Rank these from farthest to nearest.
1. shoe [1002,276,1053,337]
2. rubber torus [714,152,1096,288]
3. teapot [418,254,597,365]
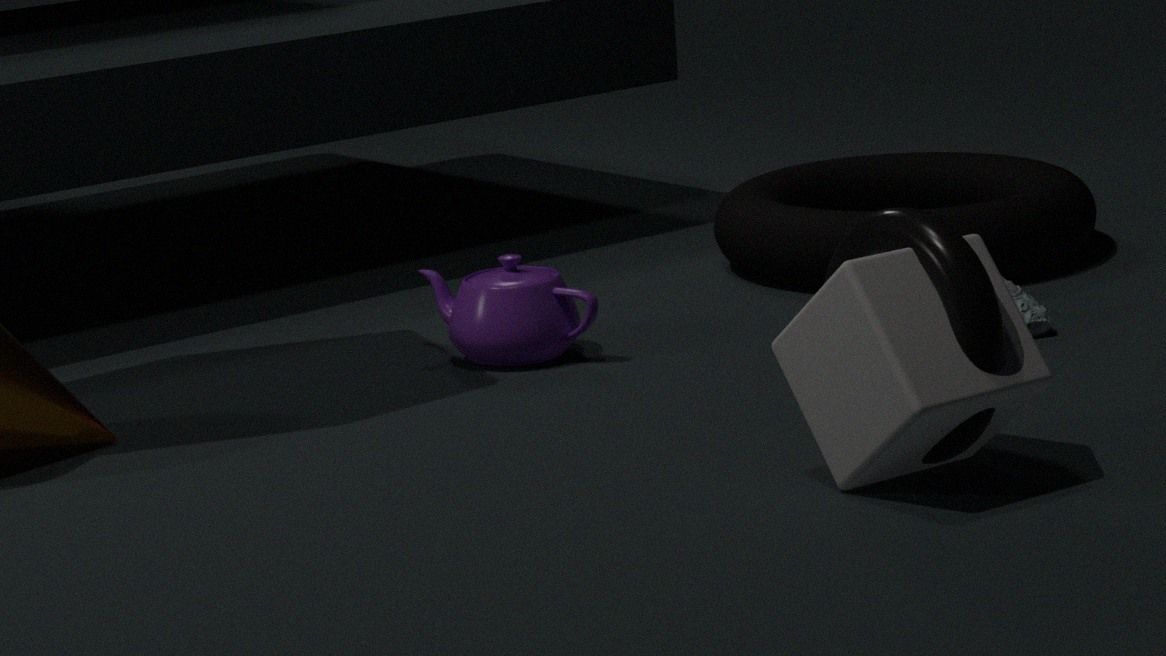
rubber torus [714,152,1096,288] < teapot [418,254,597,365] < shoe [1002,276,1053,337]
